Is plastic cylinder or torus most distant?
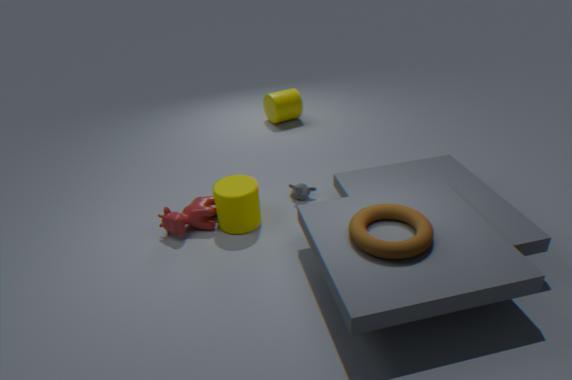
plastic cylinder
